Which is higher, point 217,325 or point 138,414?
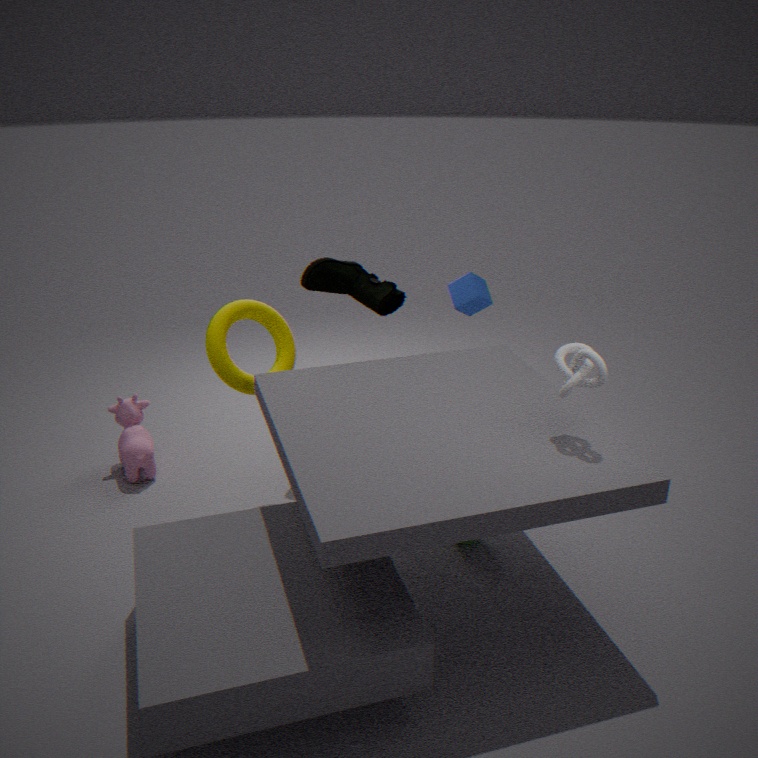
point 217,325
